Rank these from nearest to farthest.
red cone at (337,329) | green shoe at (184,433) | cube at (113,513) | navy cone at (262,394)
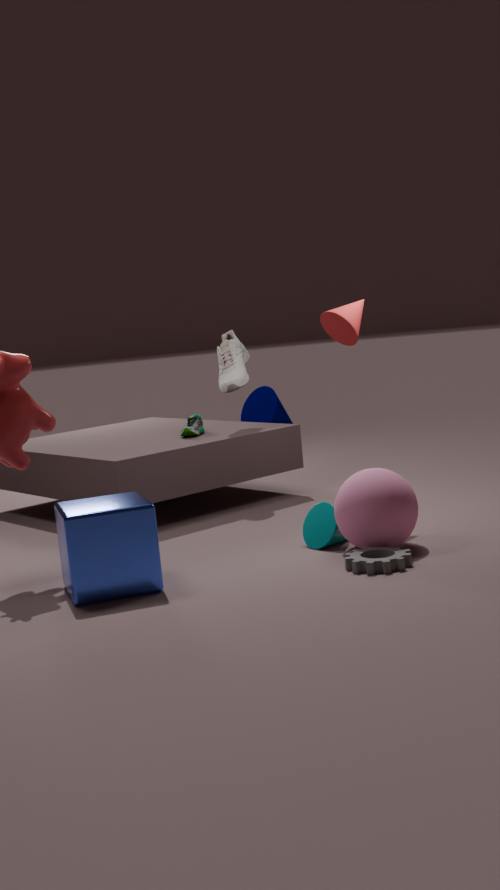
1. cube at (113,513)
2. red cone at (337,329)
3. green shoe at (184,433)
4. navy cone at (262,394)
